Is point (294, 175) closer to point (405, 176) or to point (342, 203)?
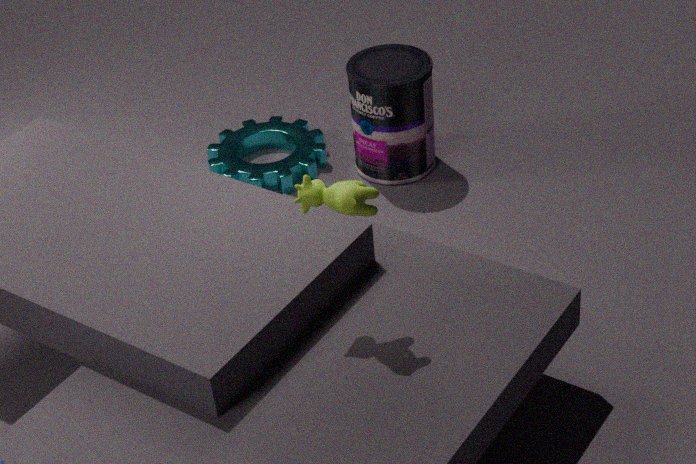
point (405, 176)
